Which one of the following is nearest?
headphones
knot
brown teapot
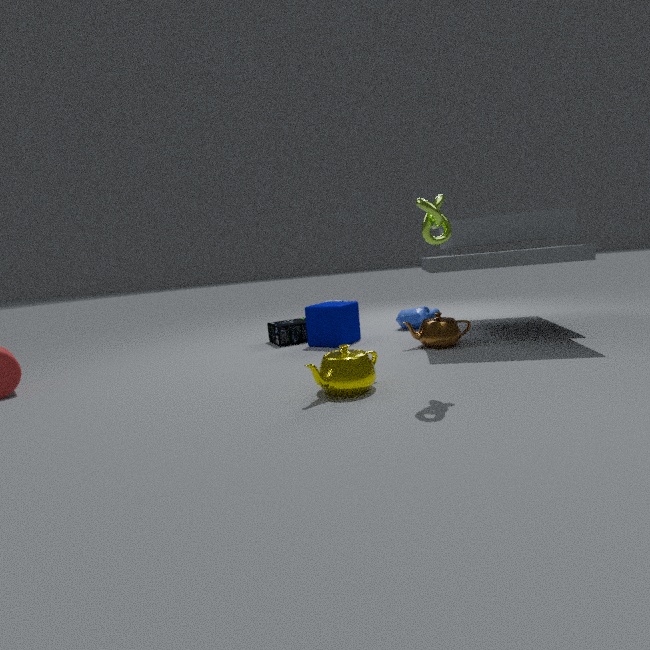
knot
